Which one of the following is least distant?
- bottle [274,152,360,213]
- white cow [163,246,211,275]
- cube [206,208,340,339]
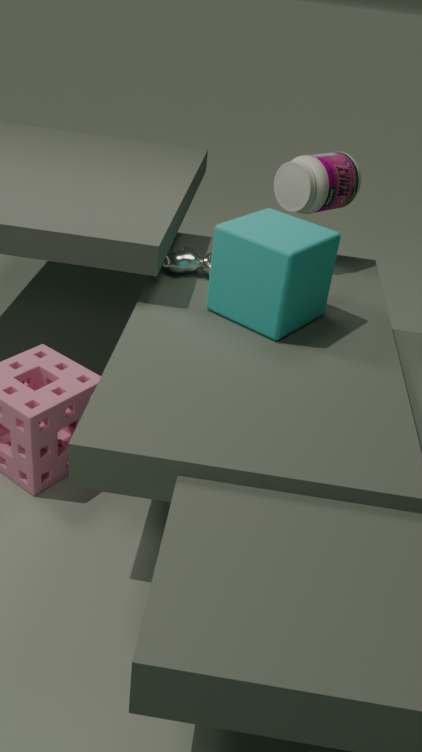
cube [206,208,340,339]
